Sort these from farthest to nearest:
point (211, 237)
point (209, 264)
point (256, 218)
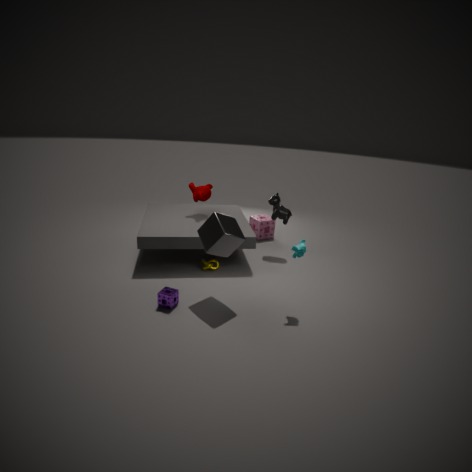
1. point (256, 218)
2. point (209, 264)
3. point (211, 237)
